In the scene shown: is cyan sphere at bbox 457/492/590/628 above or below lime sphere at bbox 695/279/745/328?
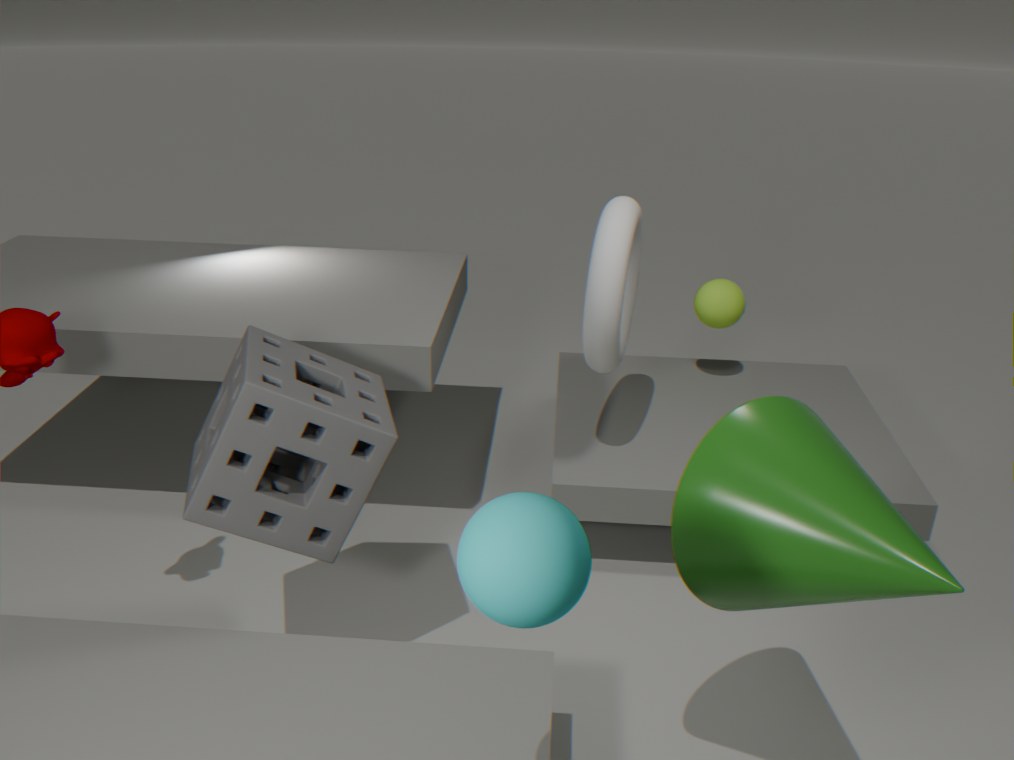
above
